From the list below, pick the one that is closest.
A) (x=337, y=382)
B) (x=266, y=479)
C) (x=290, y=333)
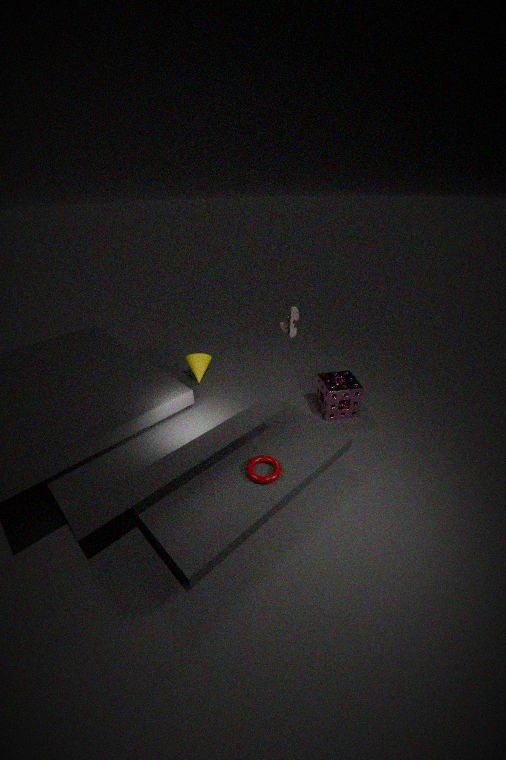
(x=266, y=479)
